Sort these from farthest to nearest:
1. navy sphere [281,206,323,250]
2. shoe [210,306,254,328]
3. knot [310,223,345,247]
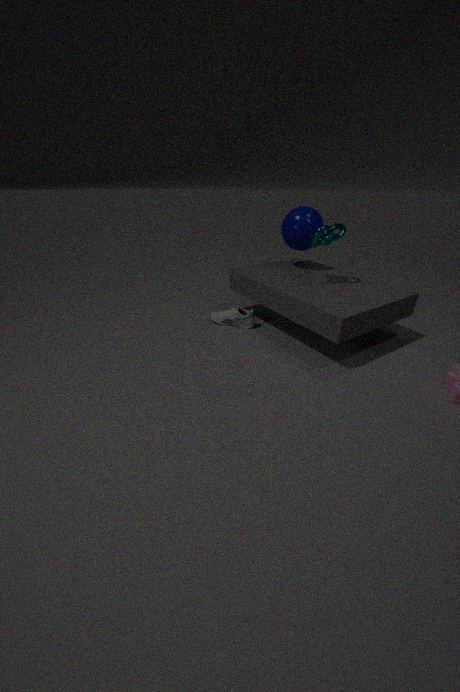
navy sphere [281,206,323,250] → shoe [210,306,254,328] → knot [310,223,345,247]
